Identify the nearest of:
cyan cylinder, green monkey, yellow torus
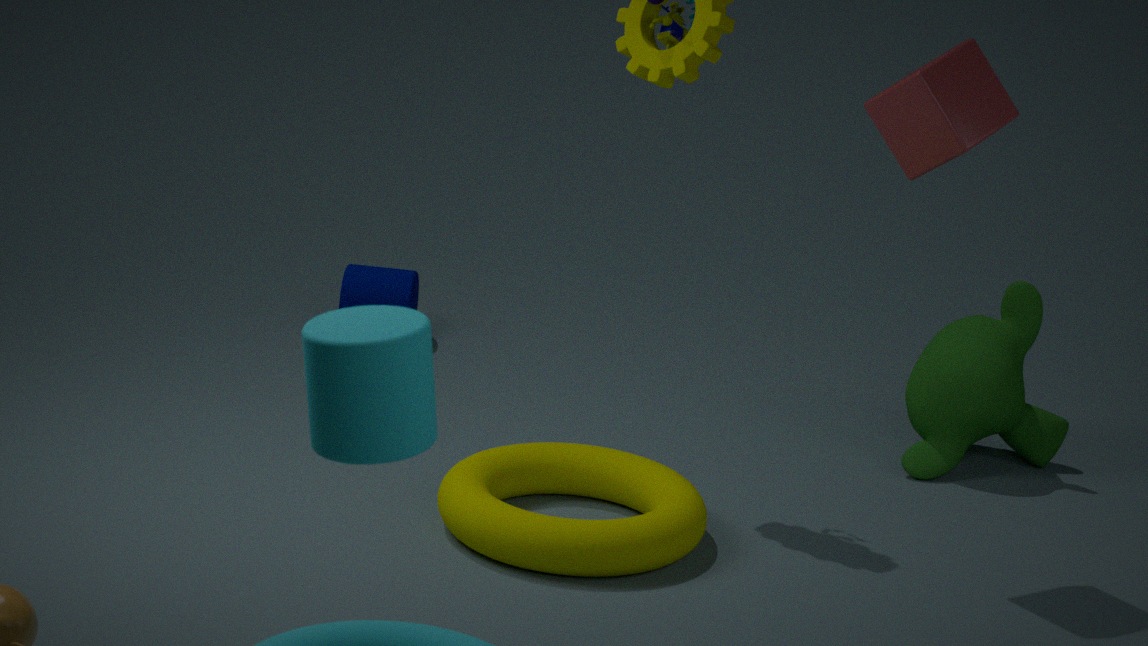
cyan cylinder
